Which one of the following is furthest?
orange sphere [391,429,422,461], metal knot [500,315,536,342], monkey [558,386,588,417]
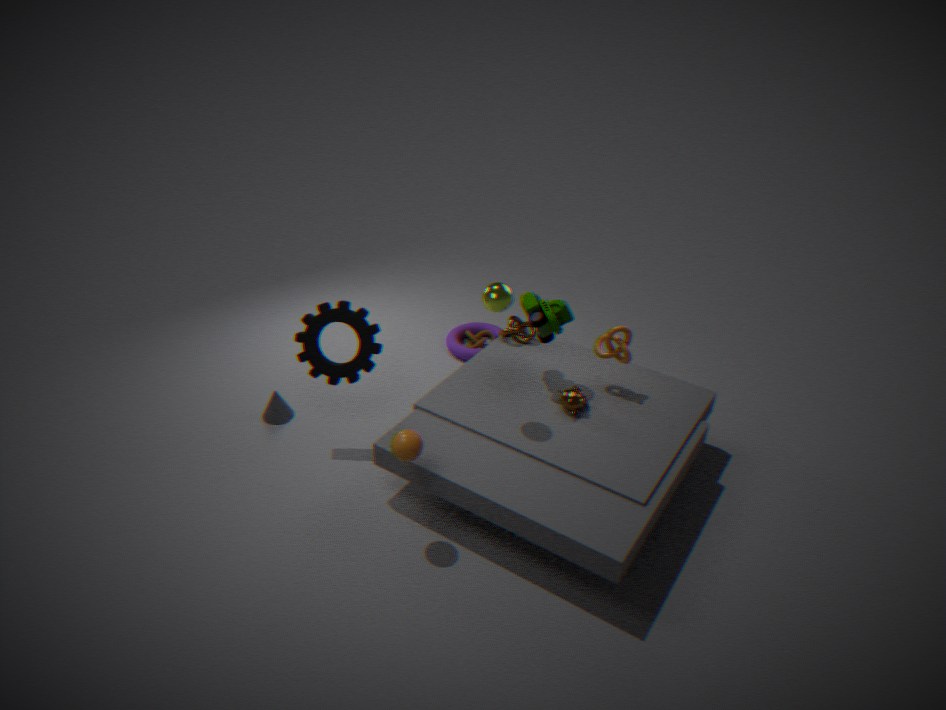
metal knot [500,315,536,342]
